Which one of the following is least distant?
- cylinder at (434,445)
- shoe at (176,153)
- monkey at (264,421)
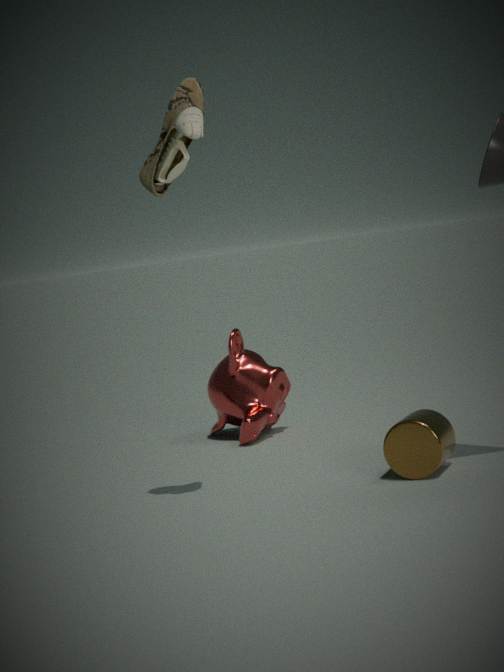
shoe at (176,153)
